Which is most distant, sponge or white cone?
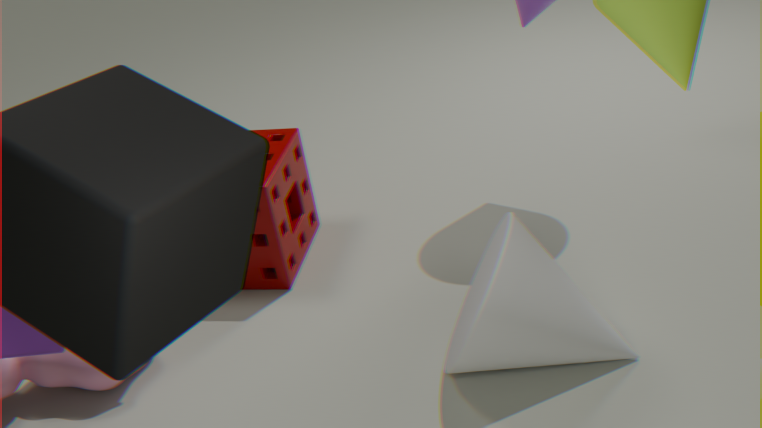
sponge
